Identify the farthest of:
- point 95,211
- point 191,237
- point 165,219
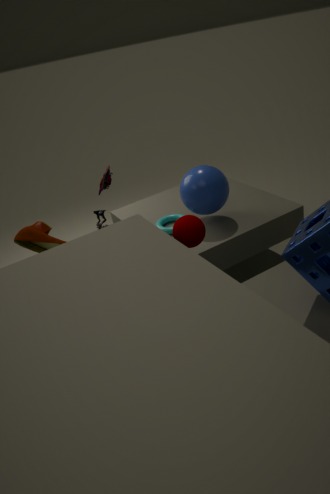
point 165,219
